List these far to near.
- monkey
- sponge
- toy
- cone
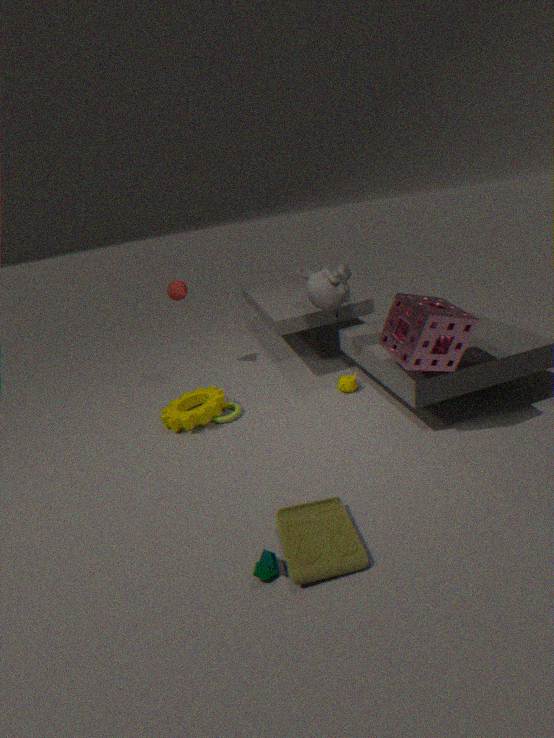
cone
monkey
sponge
toy
